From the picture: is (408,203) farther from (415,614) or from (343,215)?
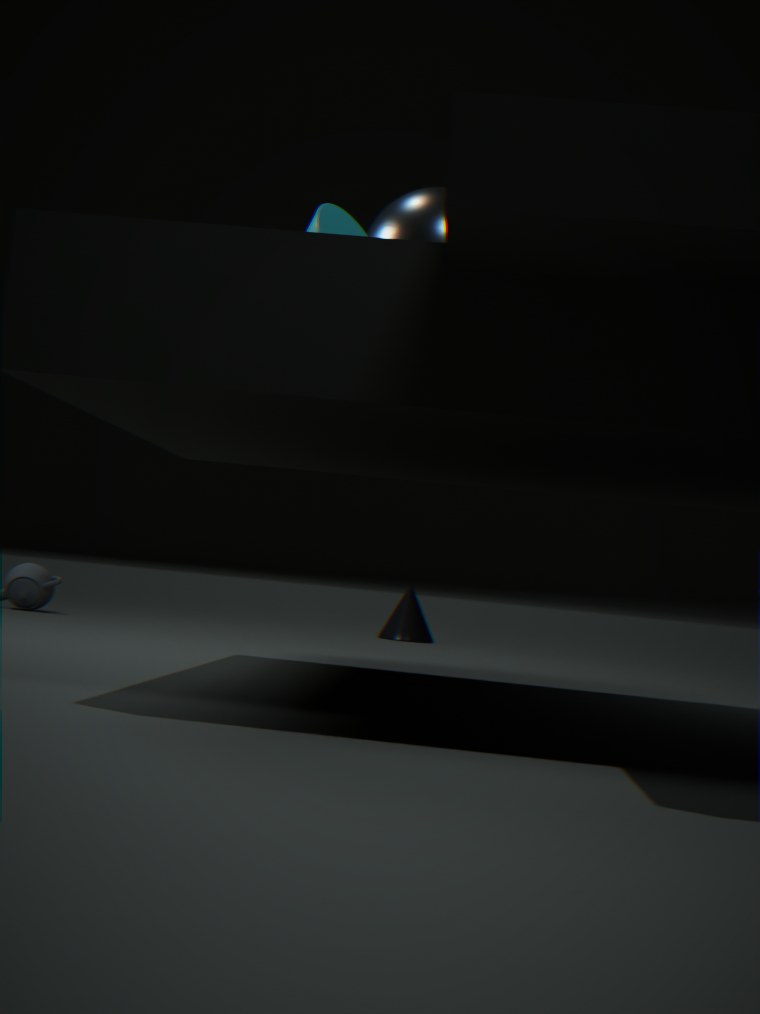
(415,614)
